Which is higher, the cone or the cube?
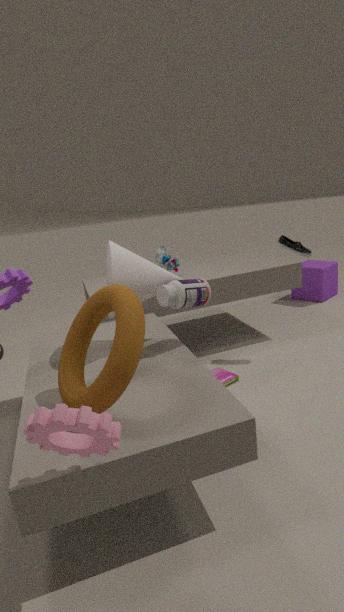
the cone
